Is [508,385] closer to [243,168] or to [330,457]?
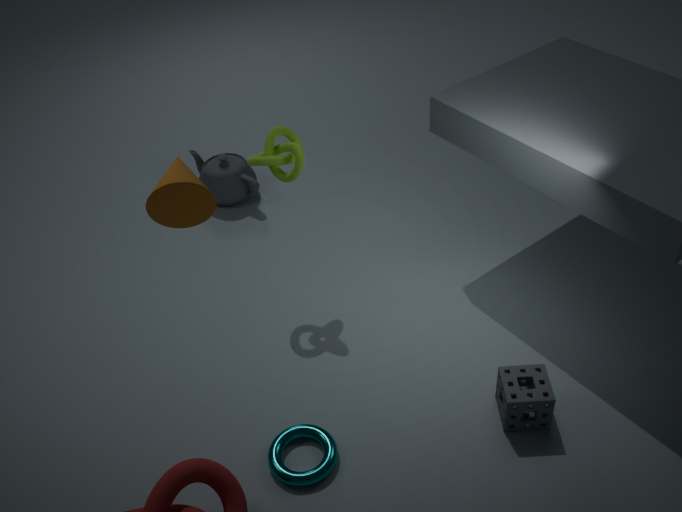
[330,457]
